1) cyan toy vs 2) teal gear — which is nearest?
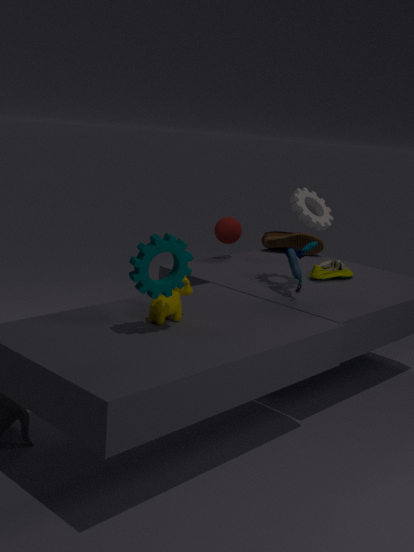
Answer: 2. teal gear
